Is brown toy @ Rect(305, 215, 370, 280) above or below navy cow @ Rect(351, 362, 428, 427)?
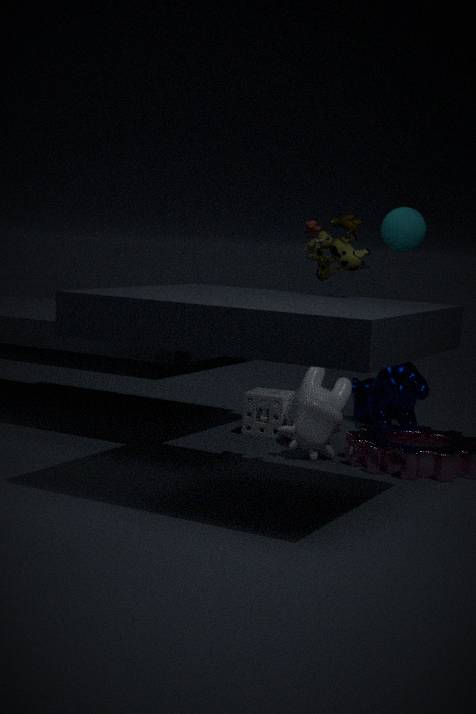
above
